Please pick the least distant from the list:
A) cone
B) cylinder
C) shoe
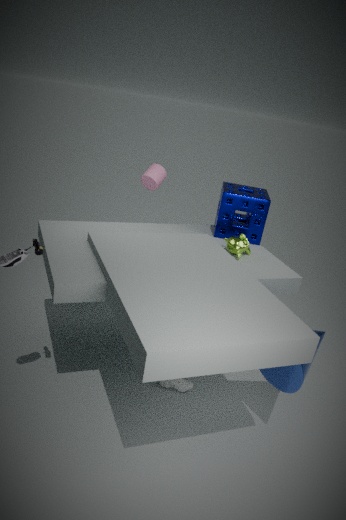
cone
